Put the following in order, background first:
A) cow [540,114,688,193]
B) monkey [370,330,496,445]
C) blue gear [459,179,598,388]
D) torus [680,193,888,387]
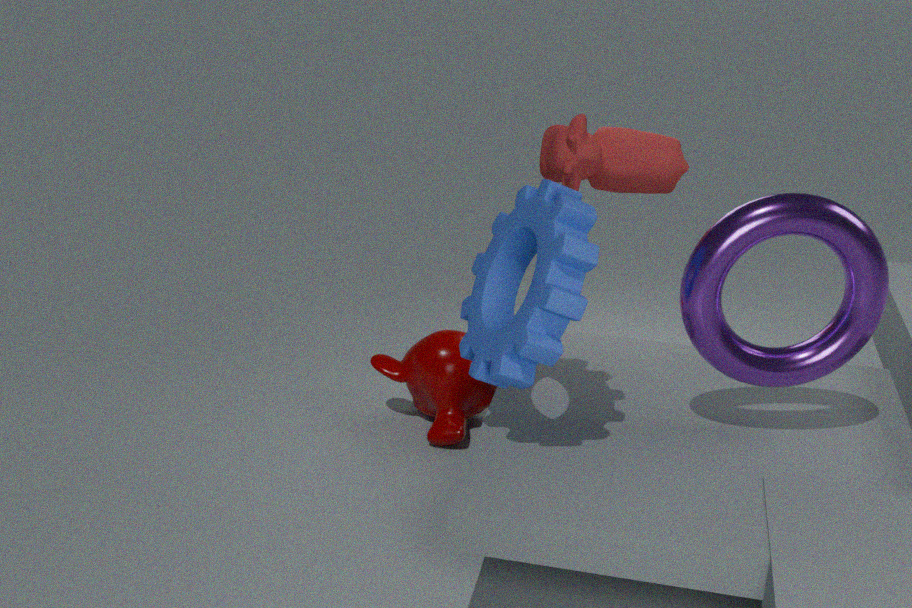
monkey [370,330,496,445], cow [540,114,688,193], torus [680,193,888,387], blue gear [459,179,598,388]
